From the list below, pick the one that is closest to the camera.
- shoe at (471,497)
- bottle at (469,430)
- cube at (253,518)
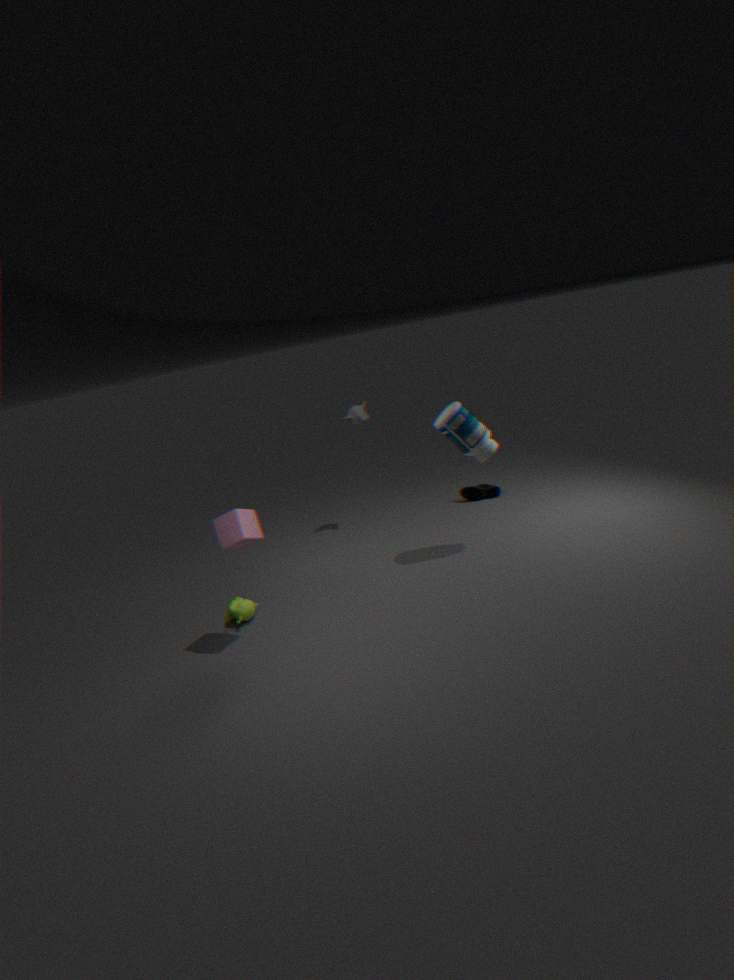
cube at (253,518)
